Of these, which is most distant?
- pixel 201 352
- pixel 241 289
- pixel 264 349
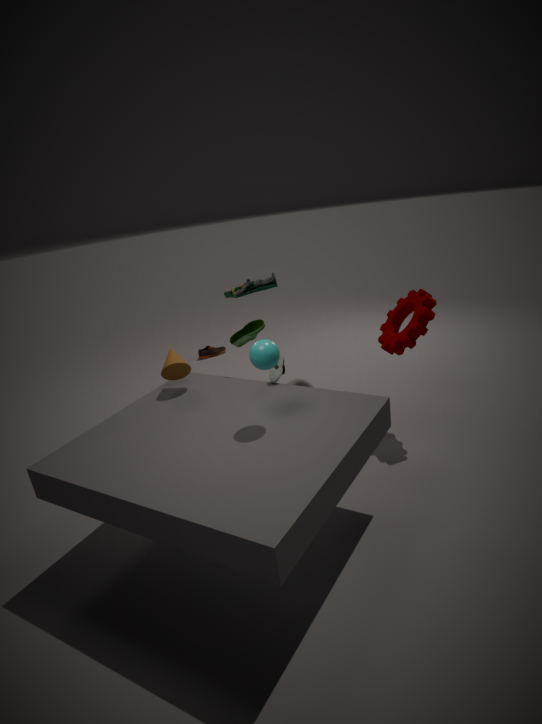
pixel 201 352
